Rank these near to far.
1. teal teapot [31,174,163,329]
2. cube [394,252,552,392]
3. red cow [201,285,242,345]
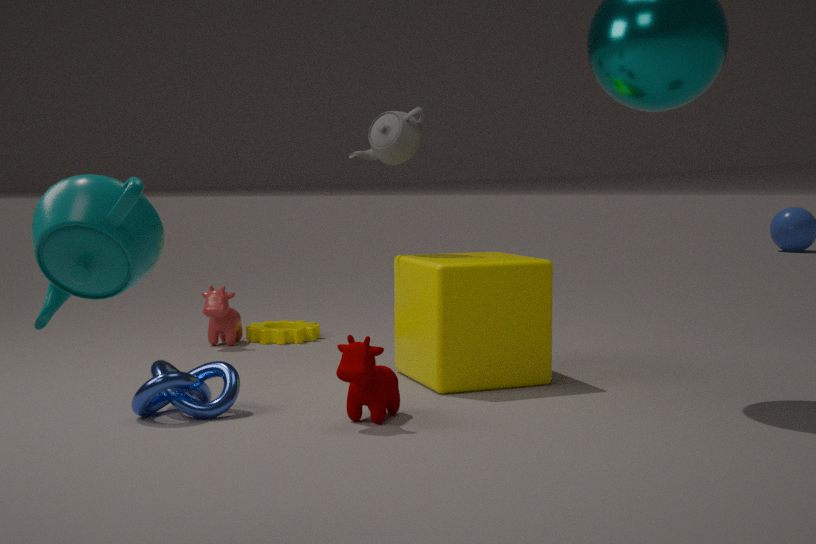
teal teapot [31,174,163,329]
cube [394,252,552,392]
red cow [201,285,242,345]
